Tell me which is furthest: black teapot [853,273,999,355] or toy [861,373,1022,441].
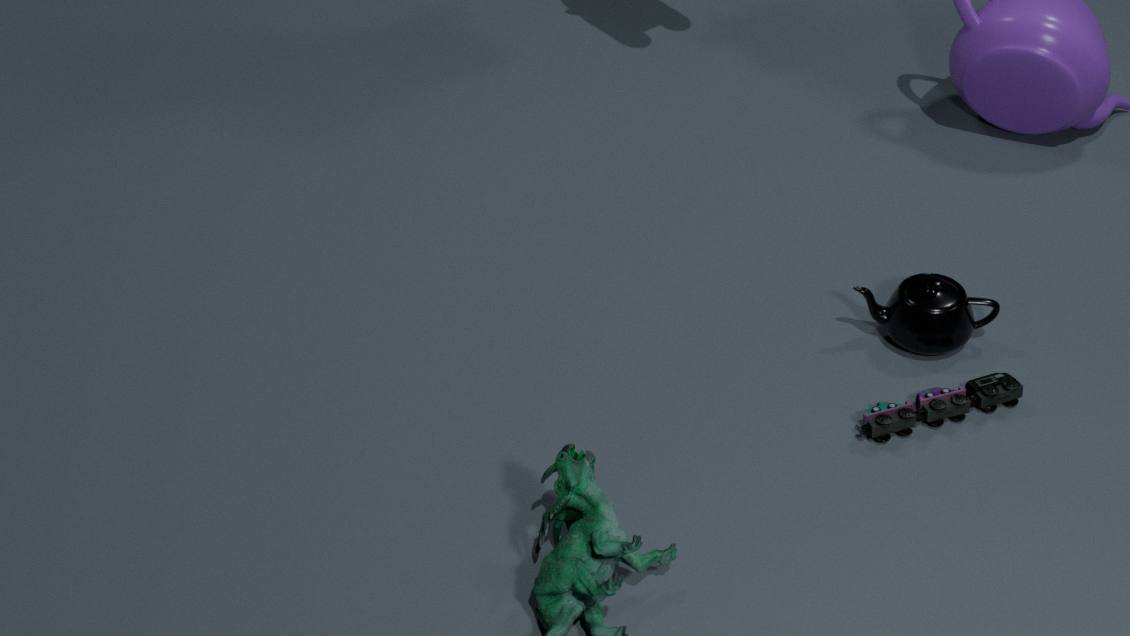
black teapot [853,273,999,355]
